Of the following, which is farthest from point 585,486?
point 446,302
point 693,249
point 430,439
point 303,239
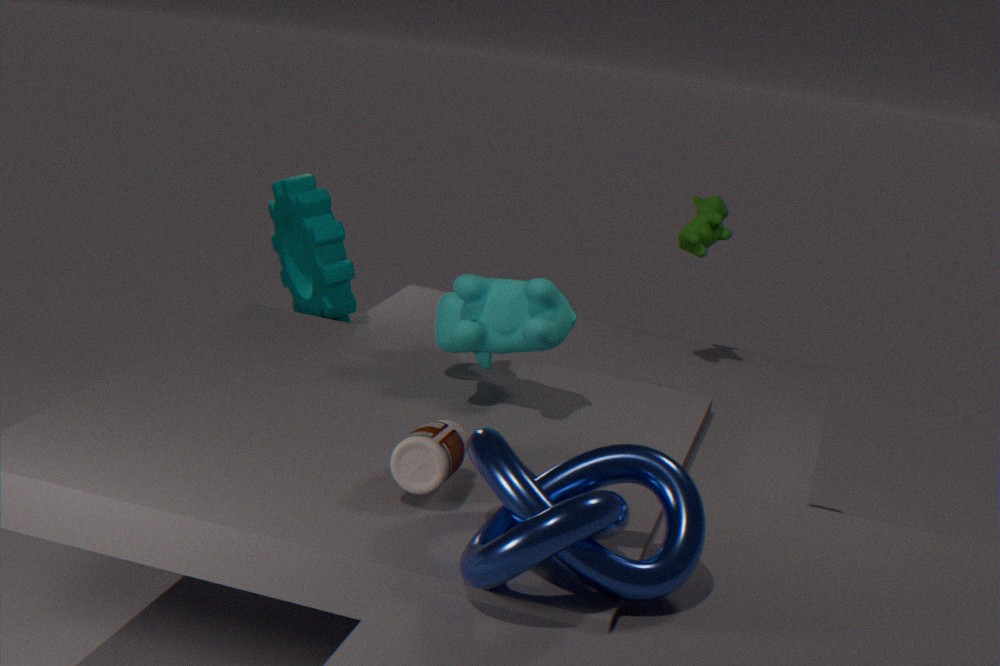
point 303,239
